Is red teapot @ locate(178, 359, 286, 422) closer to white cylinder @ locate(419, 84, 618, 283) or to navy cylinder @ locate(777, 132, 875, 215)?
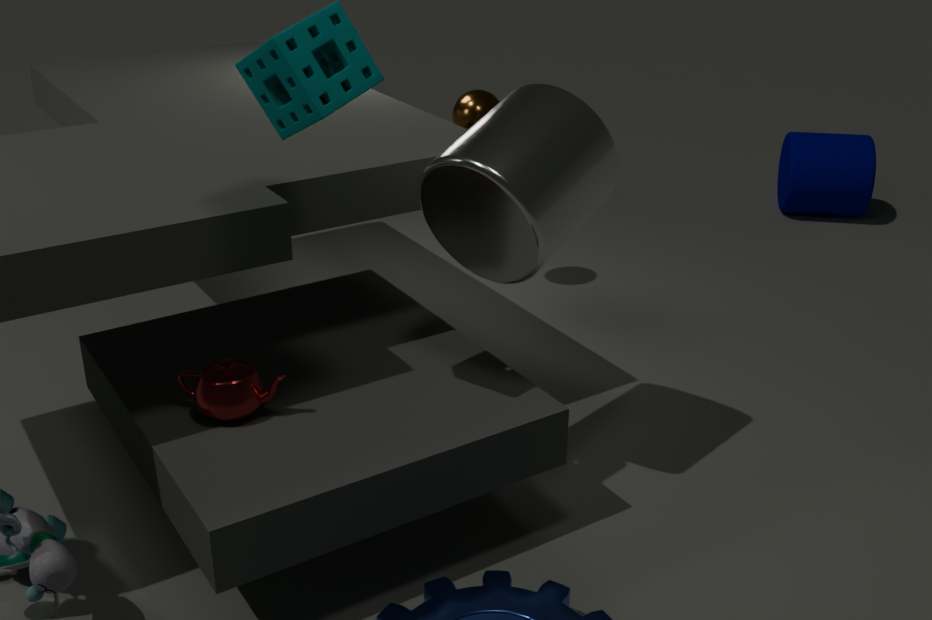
white cylinder @ locate(419, 84, 618, 283)
